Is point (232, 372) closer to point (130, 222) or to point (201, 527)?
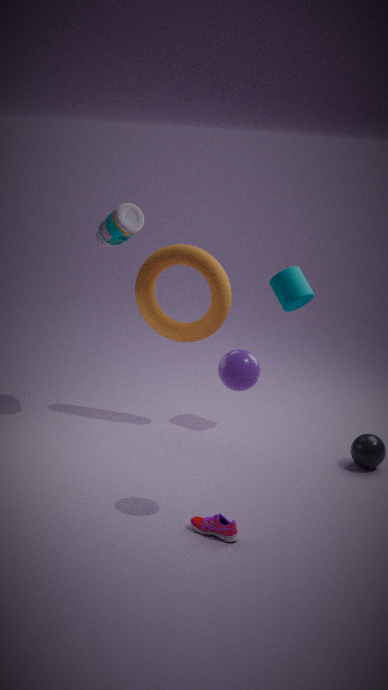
point (201, 527)
